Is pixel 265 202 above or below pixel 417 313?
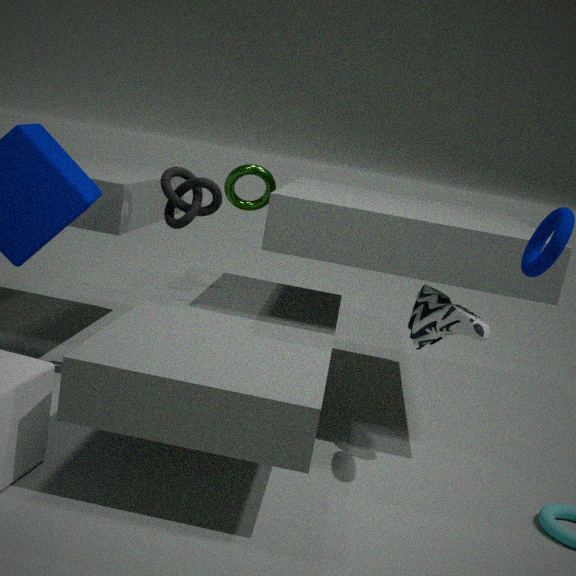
above
